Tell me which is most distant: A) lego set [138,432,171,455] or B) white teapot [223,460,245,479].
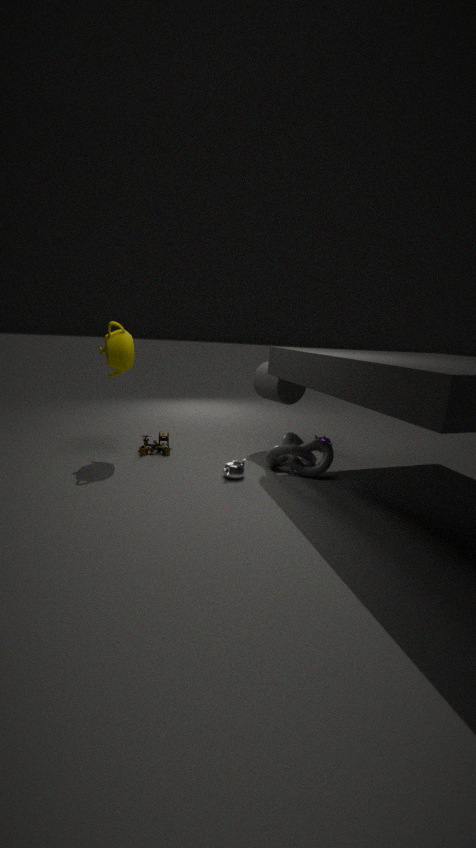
A. lego set [138,432,171,455]
